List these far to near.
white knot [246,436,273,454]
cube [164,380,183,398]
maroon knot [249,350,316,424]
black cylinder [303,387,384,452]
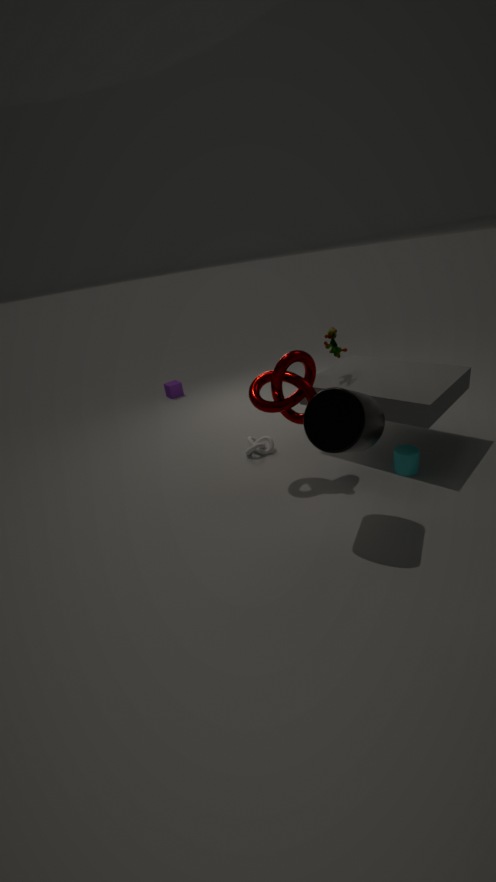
cube [164,380,183,398]
white knot [246,436,273,454]
maroon knot [249,350,316,424]
black cylinder [303,387,384,452]
